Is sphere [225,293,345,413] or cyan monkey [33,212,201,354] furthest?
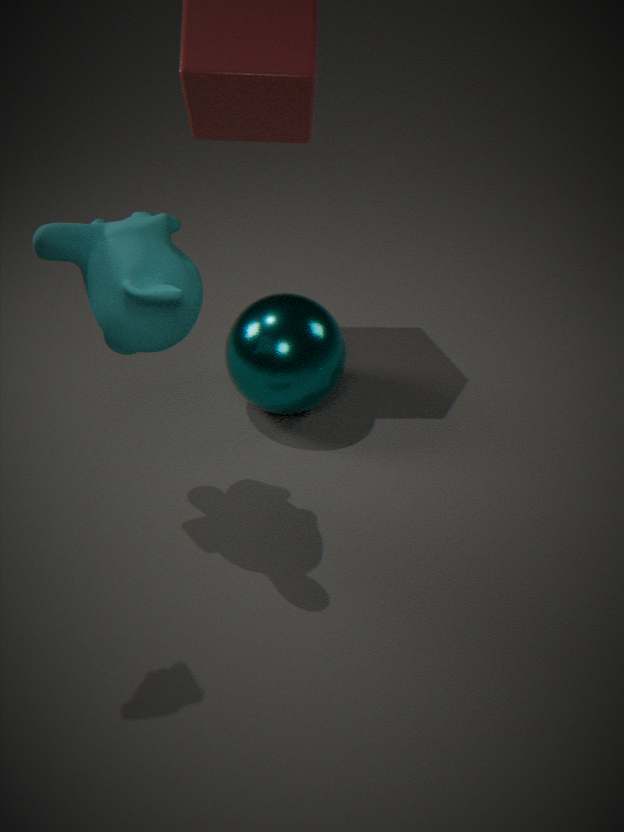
sphere [225,293,345,413]
